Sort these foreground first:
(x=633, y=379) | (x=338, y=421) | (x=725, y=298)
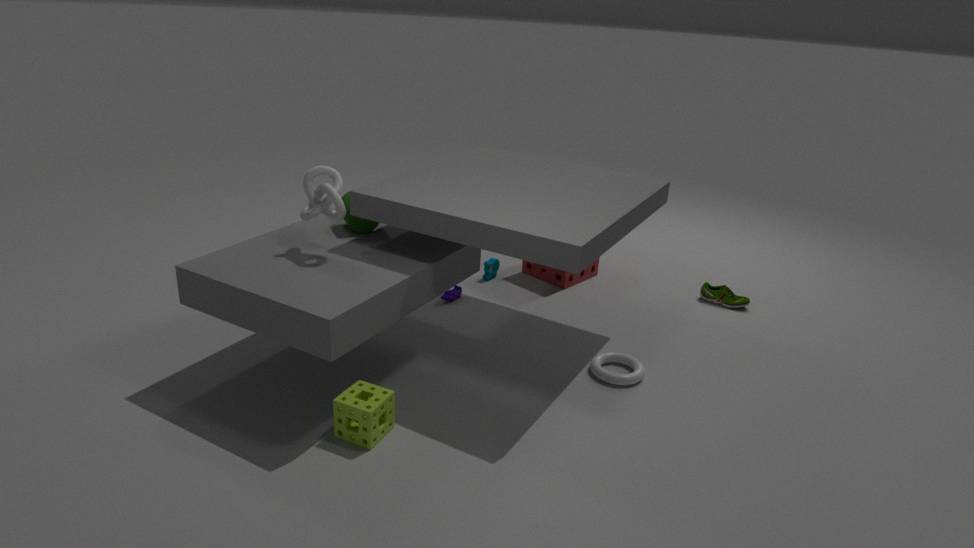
(x=338, y=421) → (x=633, y=379) → (x=725, y=298)
